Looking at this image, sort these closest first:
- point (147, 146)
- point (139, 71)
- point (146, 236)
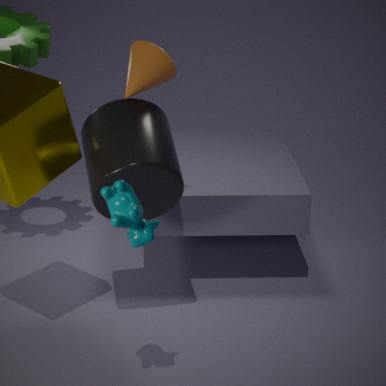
point (146, 236), point (147, 146), point (139, 71)
